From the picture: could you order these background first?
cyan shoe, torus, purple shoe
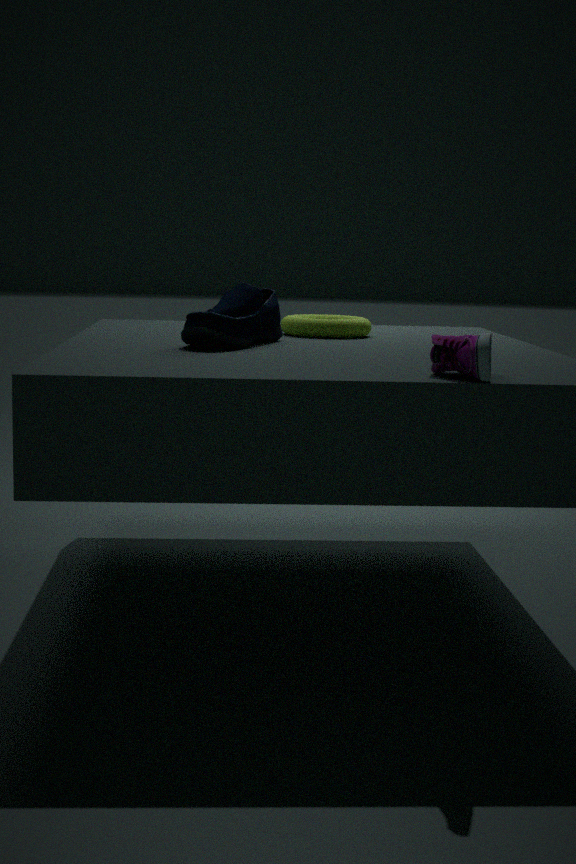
torus → cyan shoe → purple shoe
